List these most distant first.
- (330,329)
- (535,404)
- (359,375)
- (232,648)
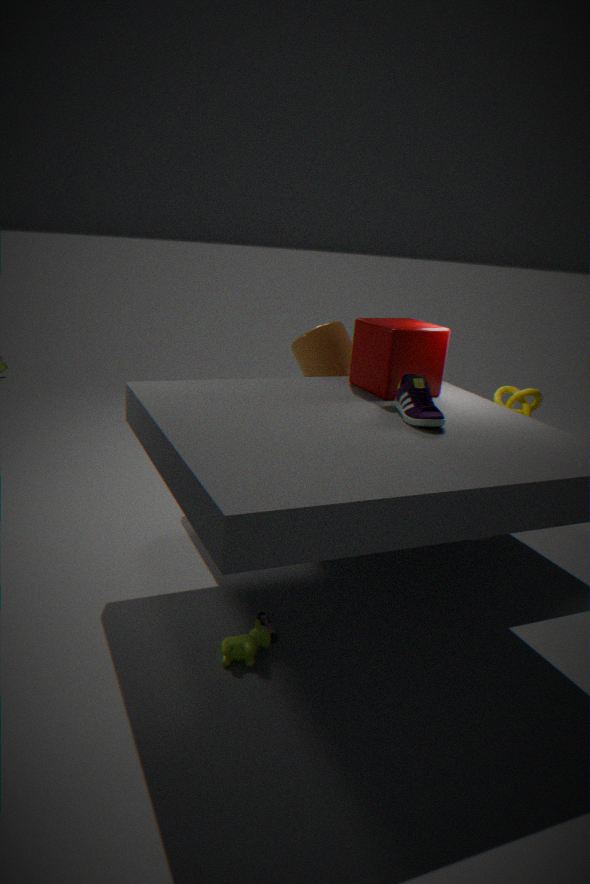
(330,329) → (535,404) → (359,375) → (232,648)
